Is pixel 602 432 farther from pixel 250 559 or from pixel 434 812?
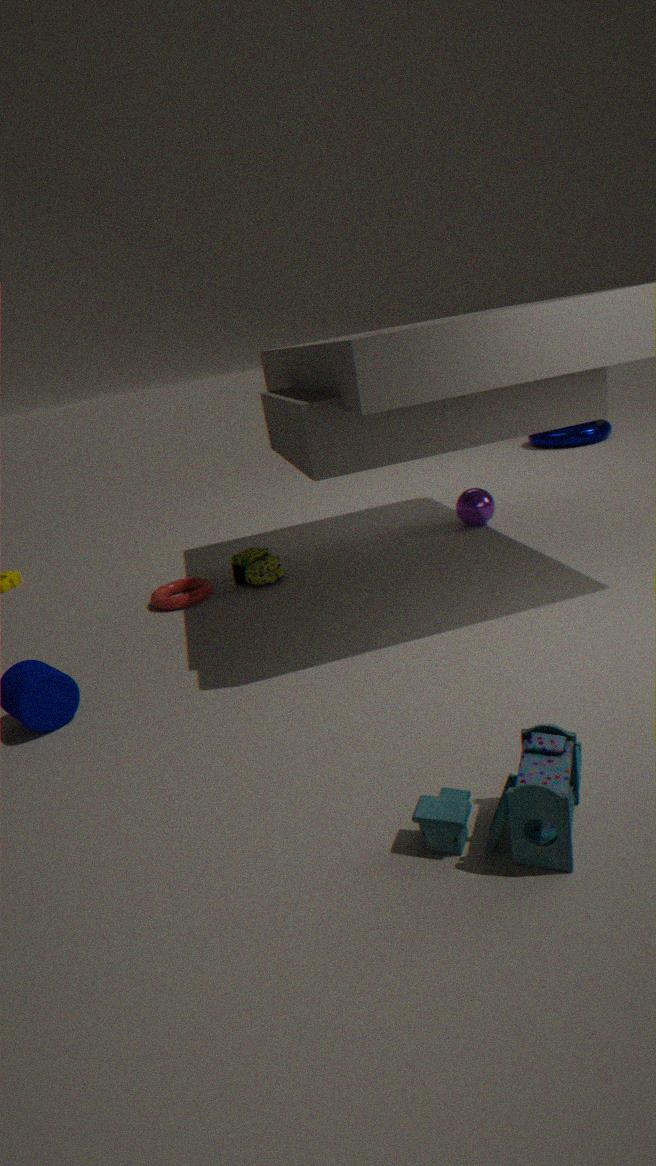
pixel 434 812
